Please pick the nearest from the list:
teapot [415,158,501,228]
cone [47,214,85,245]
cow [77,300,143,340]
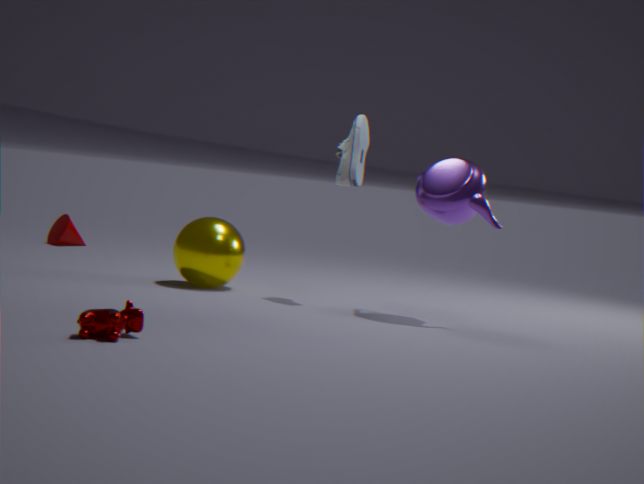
cow [77,300,143,340]
